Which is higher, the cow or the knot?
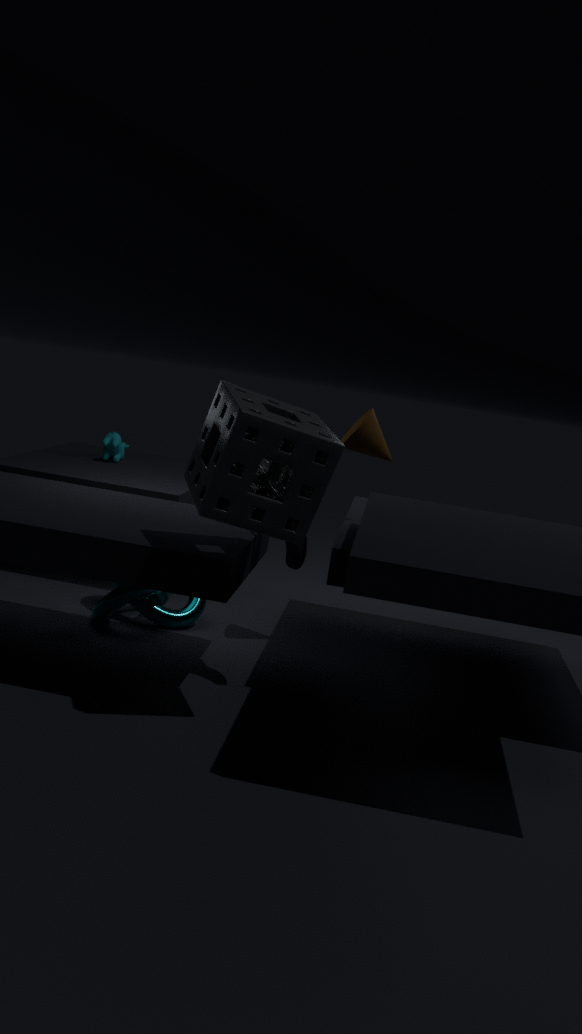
the cow
